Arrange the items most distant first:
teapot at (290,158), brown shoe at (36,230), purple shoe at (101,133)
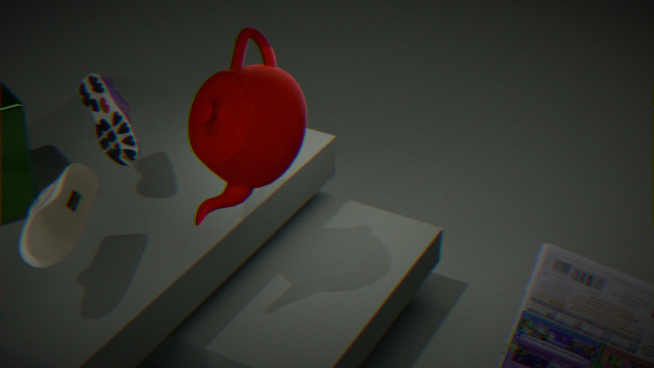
purple shoe at (101,133)
teapot at (290,158)
brown shoe at (36,230)
